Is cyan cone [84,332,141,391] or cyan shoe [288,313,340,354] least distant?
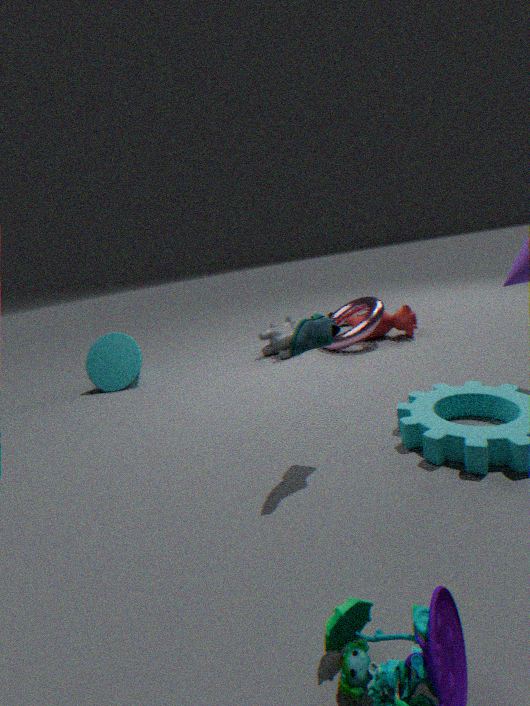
cyan shoe [288,313,340,354]
